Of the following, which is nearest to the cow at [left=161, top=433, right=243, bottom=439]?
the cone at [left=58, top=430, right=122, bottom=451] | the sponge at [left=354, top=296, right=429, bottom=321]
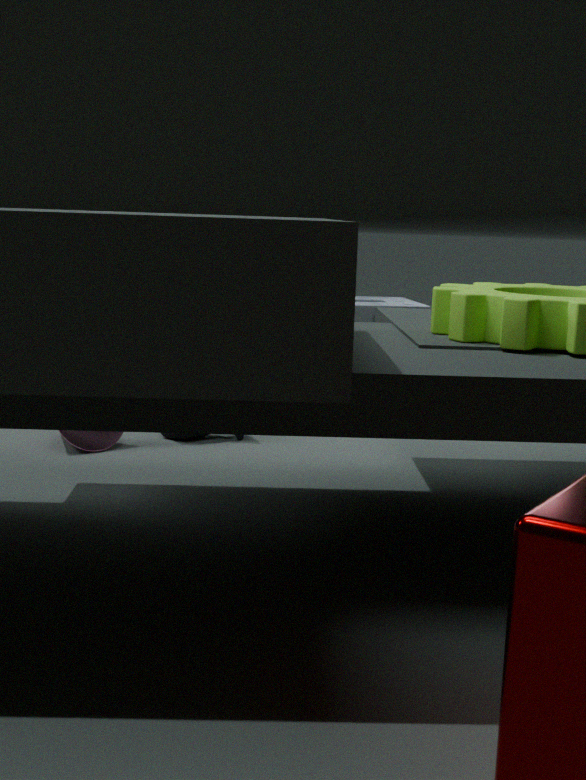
the cone at [left=58, top=430, right=122, bottom=451]
